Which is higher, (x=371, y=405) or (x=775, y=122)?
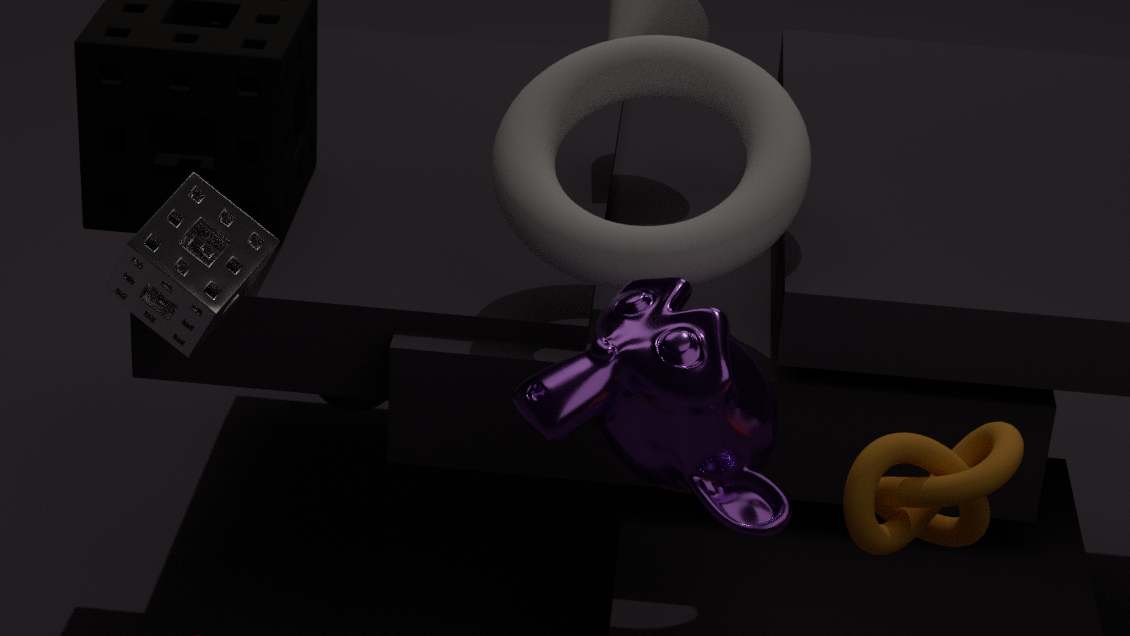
(x=775, y=122)
